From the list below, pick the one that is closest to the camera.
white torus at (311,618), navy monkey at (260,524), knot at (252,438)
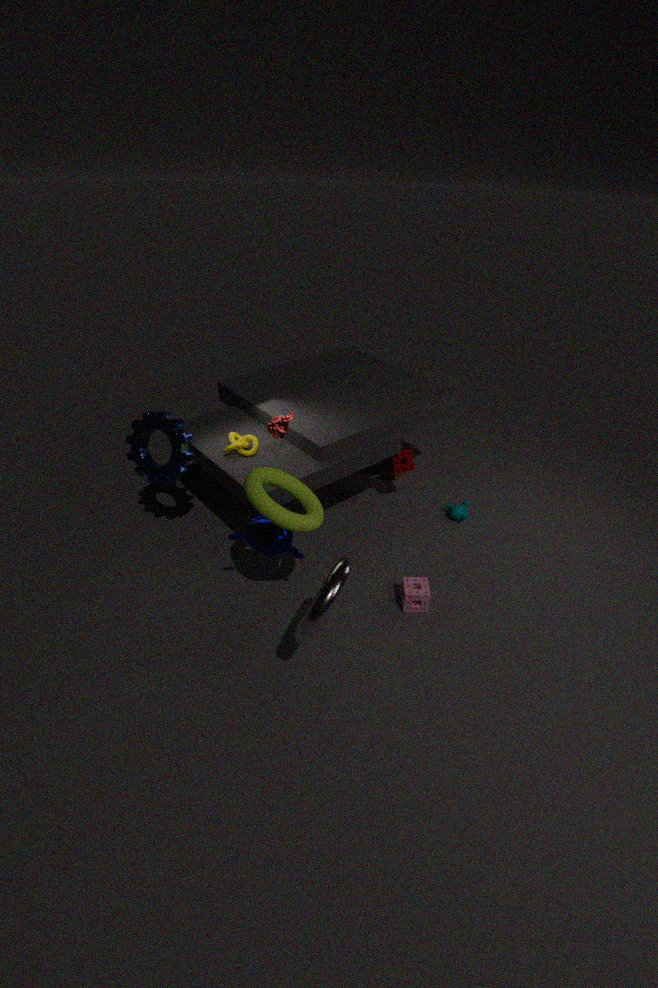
white torus at (311,618)
